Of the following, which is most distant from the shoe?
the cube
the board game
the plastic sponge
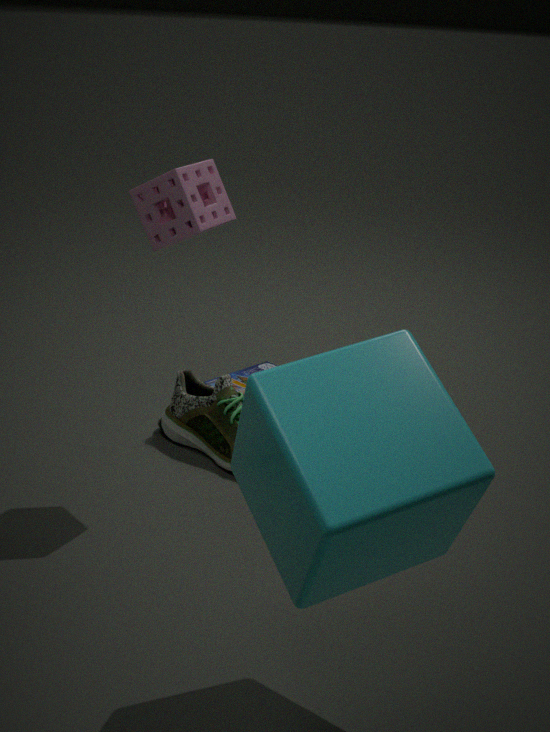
the cube
